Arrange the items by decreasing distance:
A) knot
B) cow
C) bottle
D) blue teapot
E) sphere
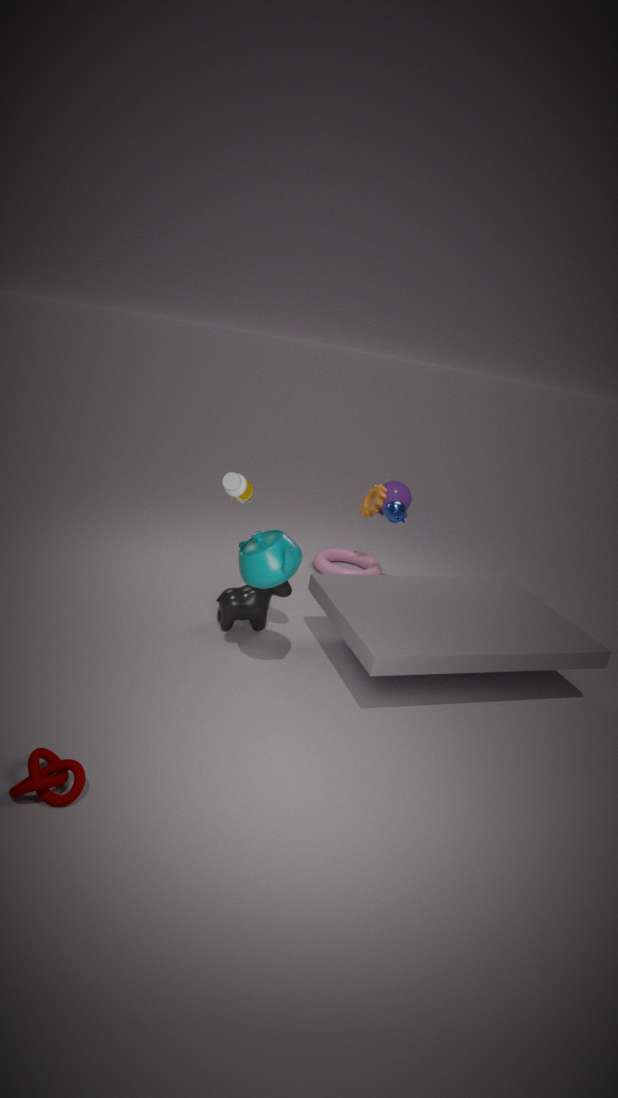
1. sphere
2. blue teapot
3. cow
4. bottle
5. knot
